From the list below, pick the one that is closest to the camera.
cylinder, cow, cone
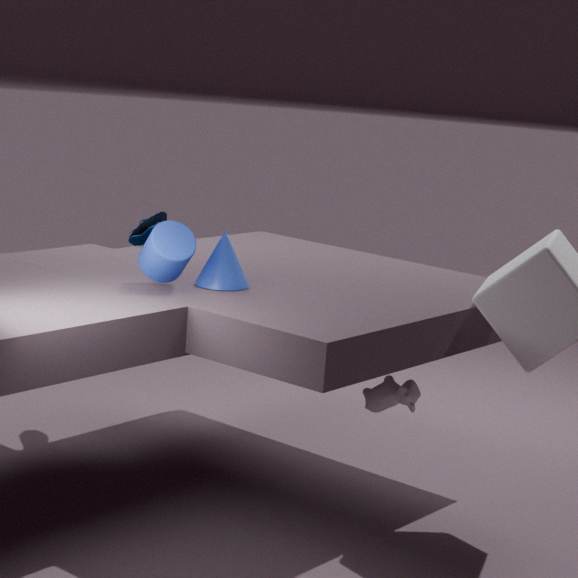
cylinder
